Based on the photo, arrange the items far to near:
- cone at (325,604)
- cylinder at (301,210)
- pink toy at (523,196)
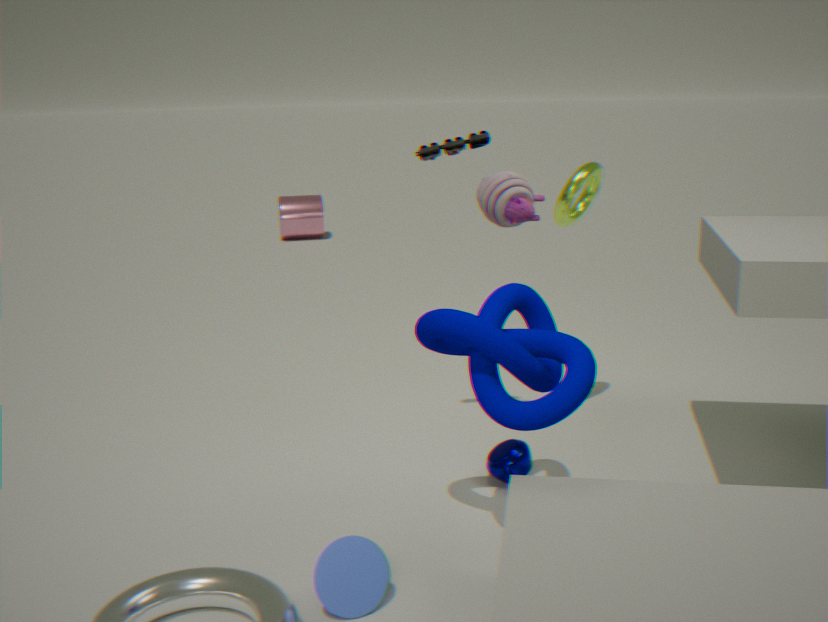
cylinder at (301,210)
pink toy at (523,196)
cone at (325,604)
